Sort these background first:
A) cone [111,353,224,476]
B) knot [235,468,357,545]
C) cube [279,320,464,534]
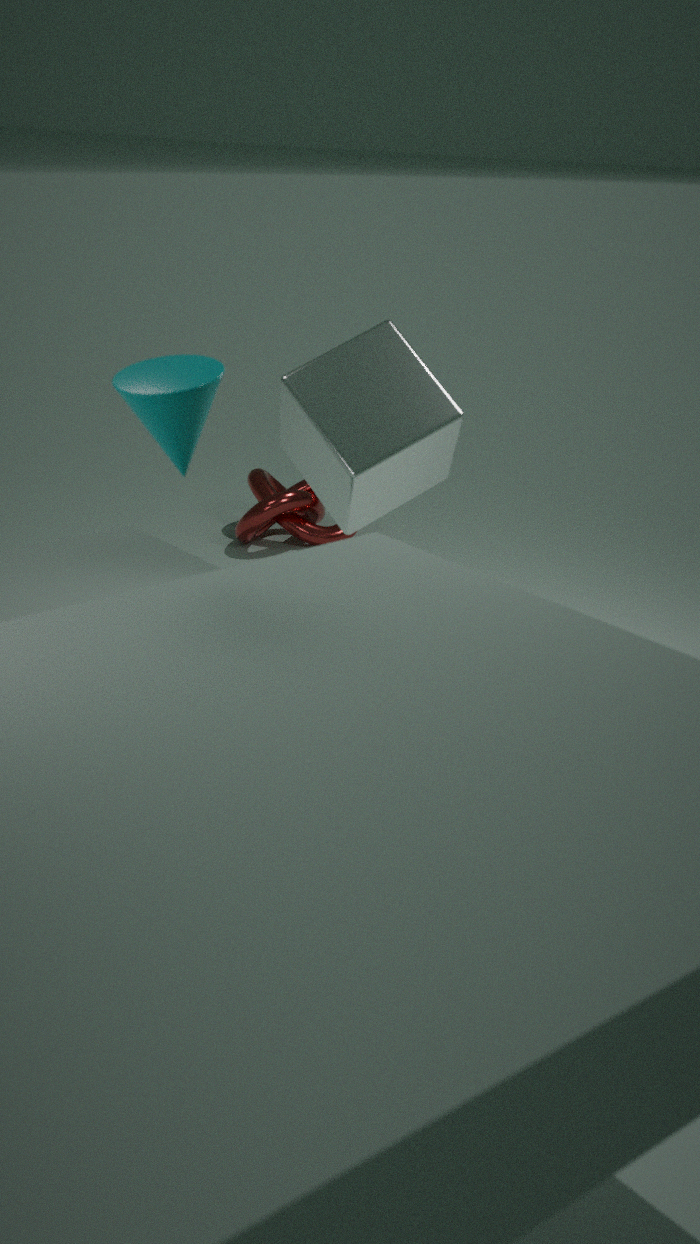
knot [235,468,357,545] < cube [279,320,464,534] < cone [111,353,224,476]
